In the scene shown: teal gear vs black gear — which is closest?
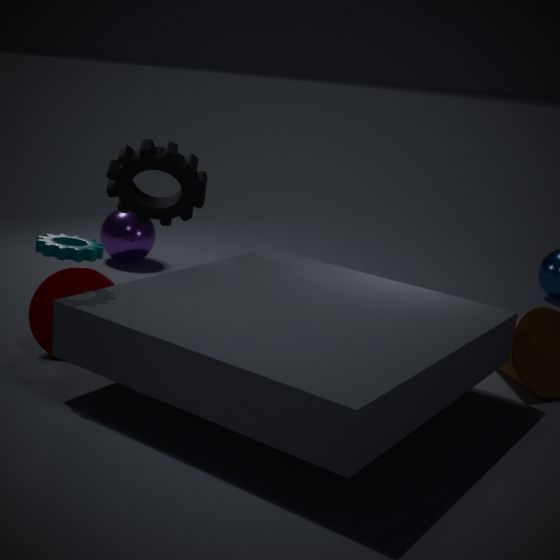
teal gear
